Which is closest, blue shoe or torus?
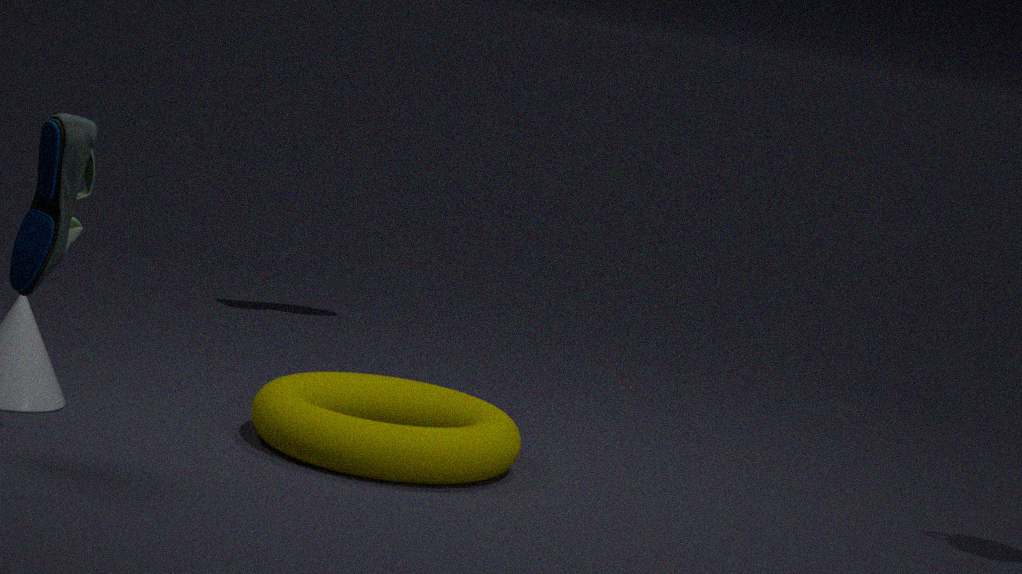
blue shoe
